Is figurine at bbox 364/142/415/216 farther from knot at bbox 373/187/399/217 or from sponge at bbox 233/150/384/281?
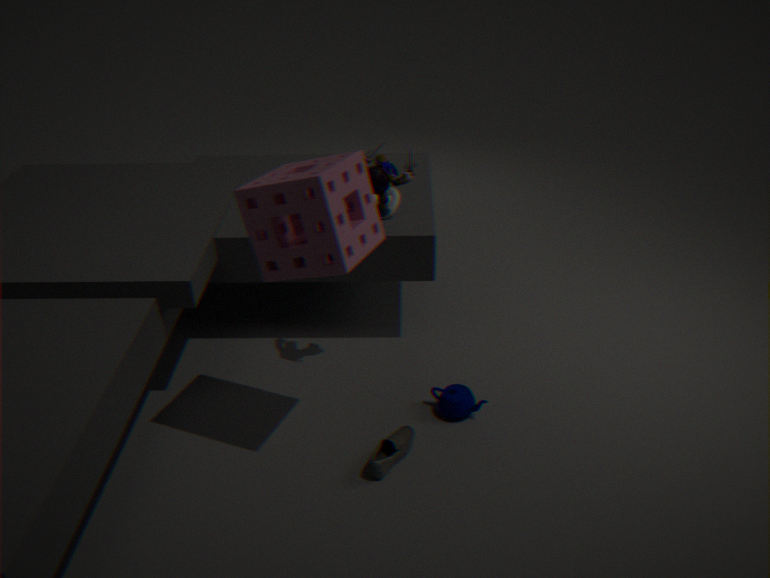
knot at bbox 373/187/399/217
